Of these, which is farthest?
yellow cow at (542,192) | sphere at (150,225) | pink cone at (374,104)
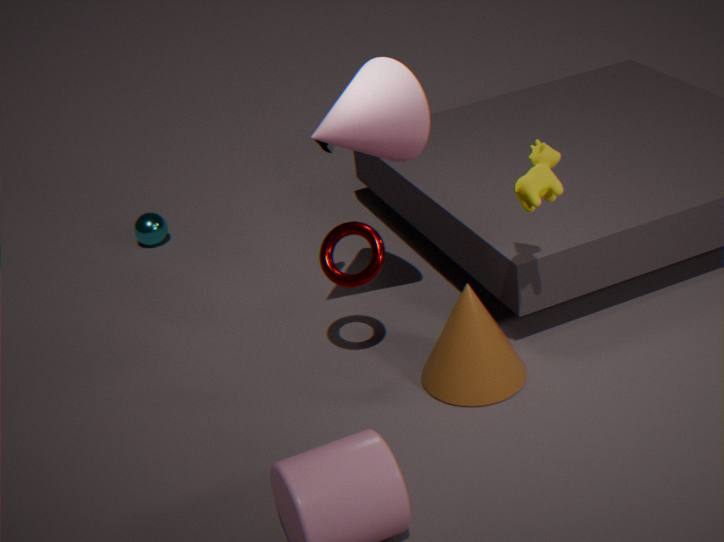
sphere at (150,225)
